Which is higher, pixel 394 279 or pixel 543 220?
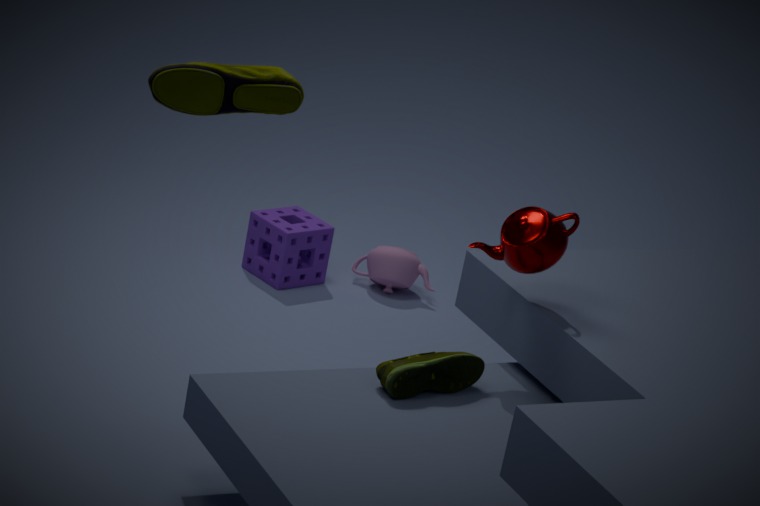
pixel 543 220
